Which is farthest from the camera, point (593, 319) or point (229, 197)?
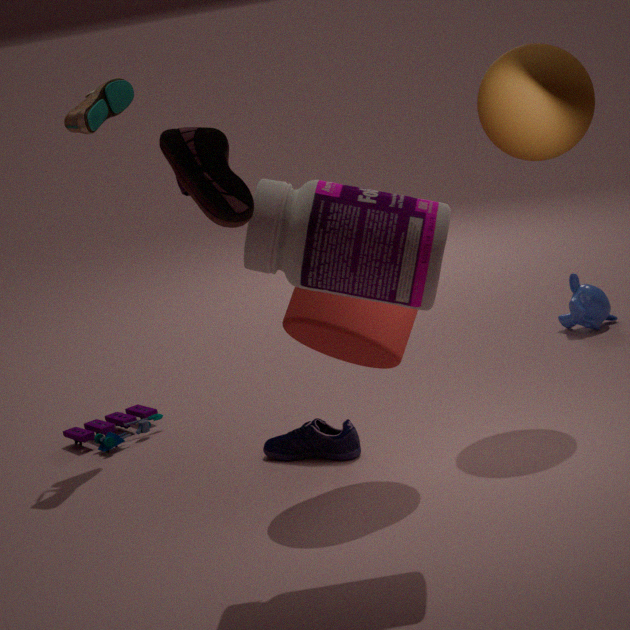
point (593, 319)
